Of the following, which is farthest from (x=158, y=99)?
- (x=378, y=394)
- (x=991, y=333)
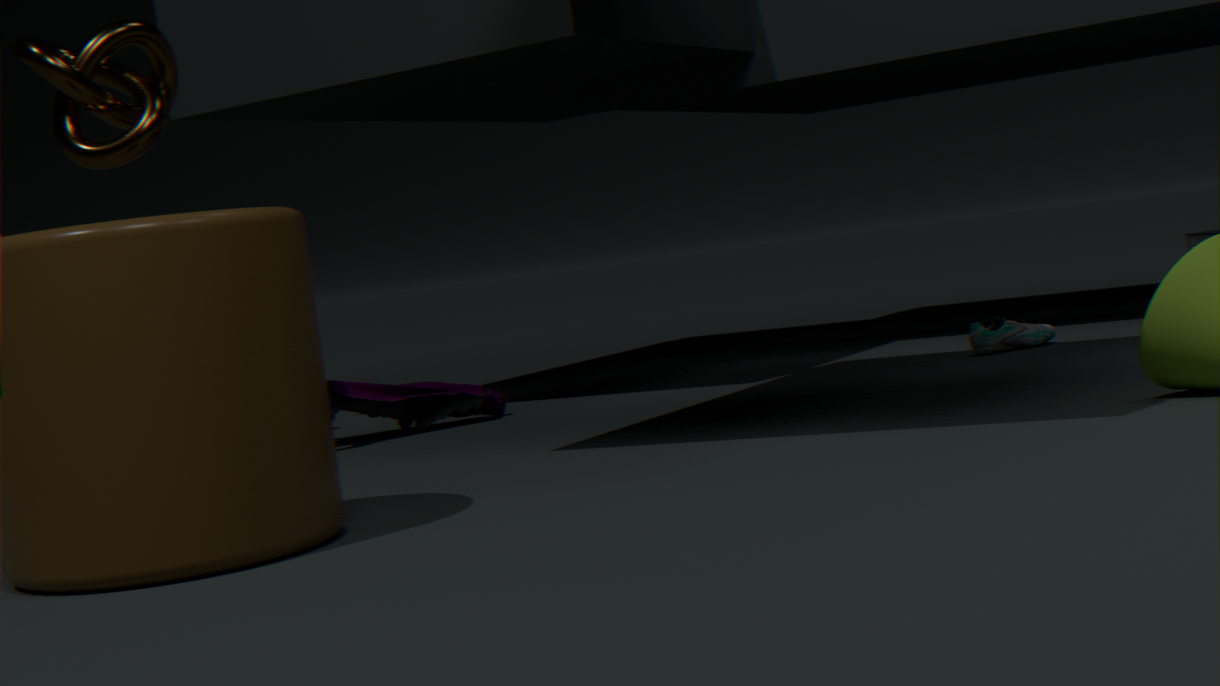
(x=991, y=333)
